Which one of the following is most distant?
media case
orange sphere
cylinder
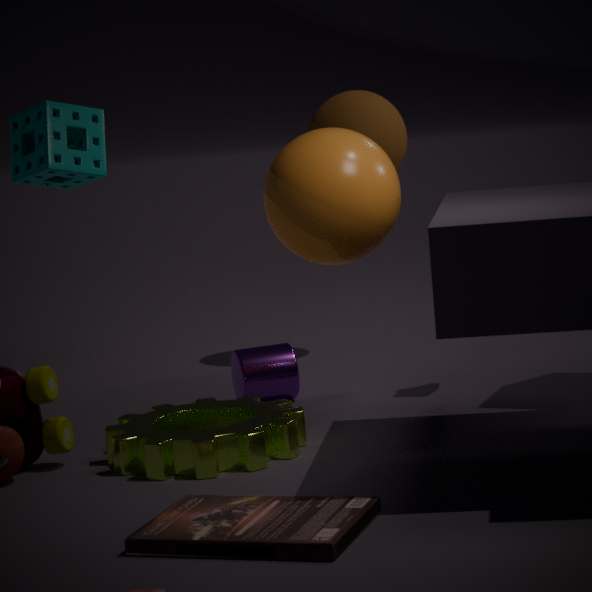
cylinder
